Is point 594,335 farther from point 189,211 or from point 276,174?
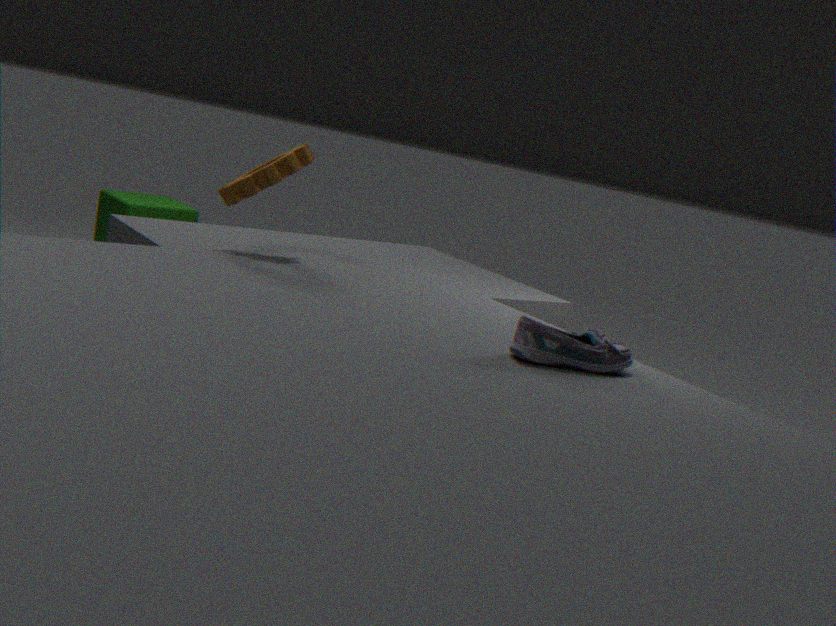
point 189,211
